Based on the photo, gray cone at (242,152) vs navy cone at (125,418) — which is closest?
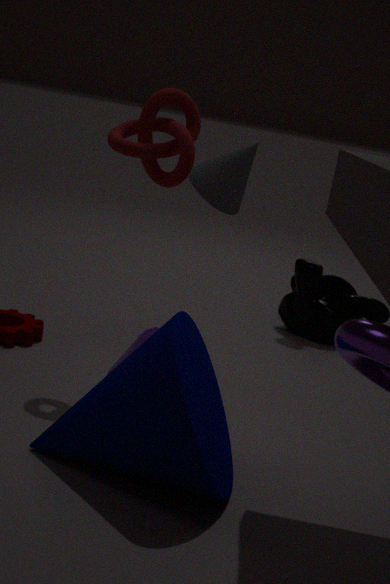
navy cone at (125,418)
